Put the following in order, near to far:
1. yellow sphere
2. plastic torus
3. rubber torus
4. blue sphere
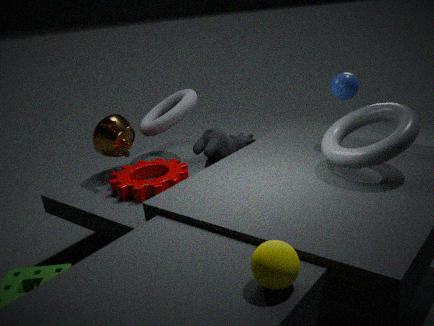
yellow sphere
plastic torus
blue sphere
rubber torus
